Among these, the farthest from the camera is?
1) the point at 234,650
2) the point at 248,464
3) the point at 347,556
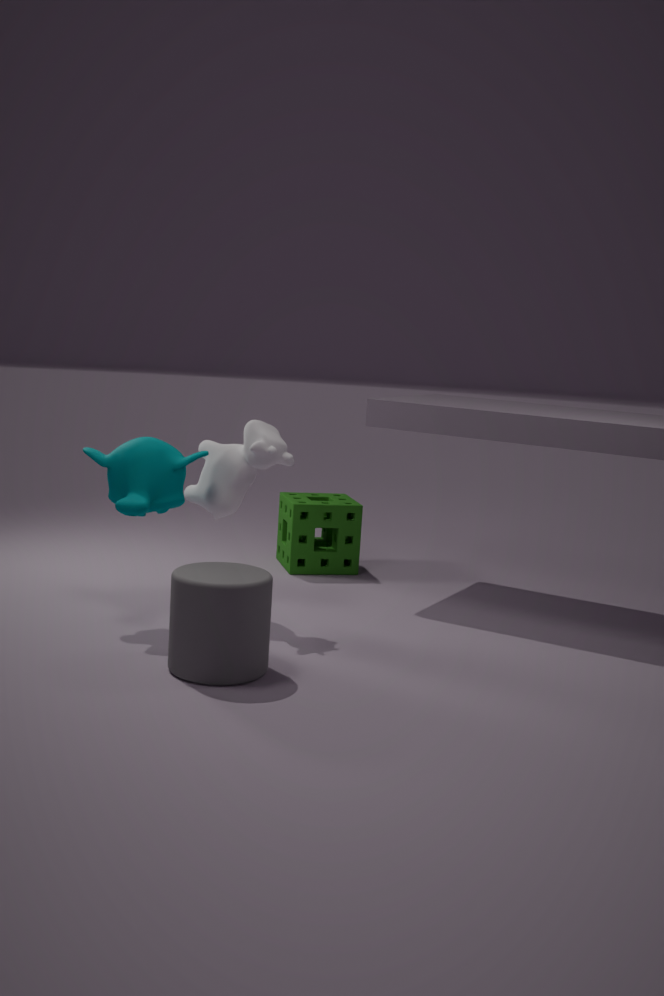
3. the point at 347,556
